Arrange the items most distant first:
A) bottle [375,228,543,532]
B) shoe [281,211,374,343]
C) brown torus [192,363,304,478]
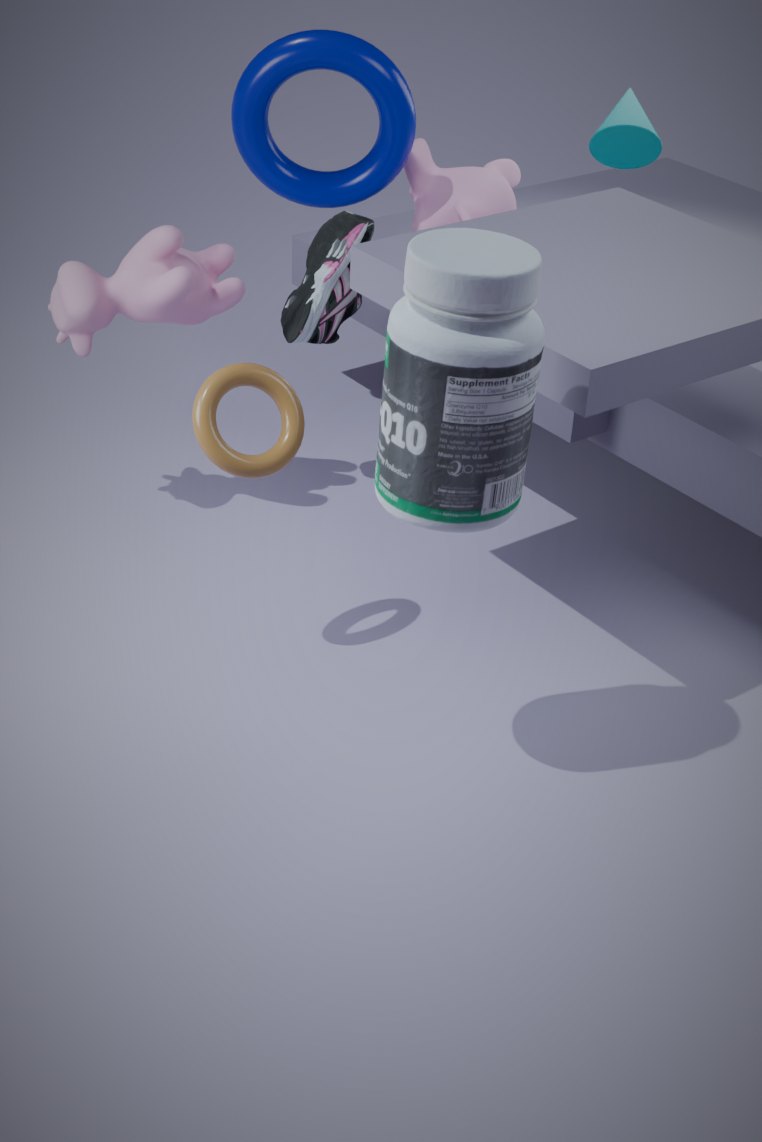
shoe [281,211,374,343], brown torus [192,363,304,478], bottle [375,228,543,532]
